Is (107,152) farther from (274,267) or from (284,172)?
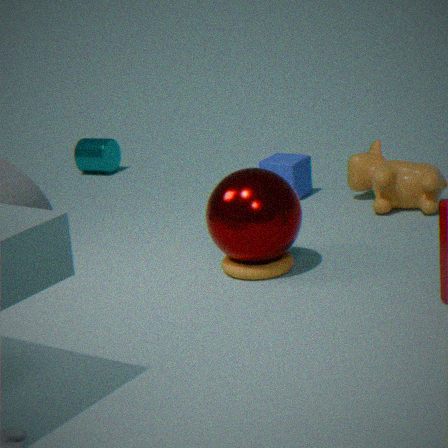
(274,267)
